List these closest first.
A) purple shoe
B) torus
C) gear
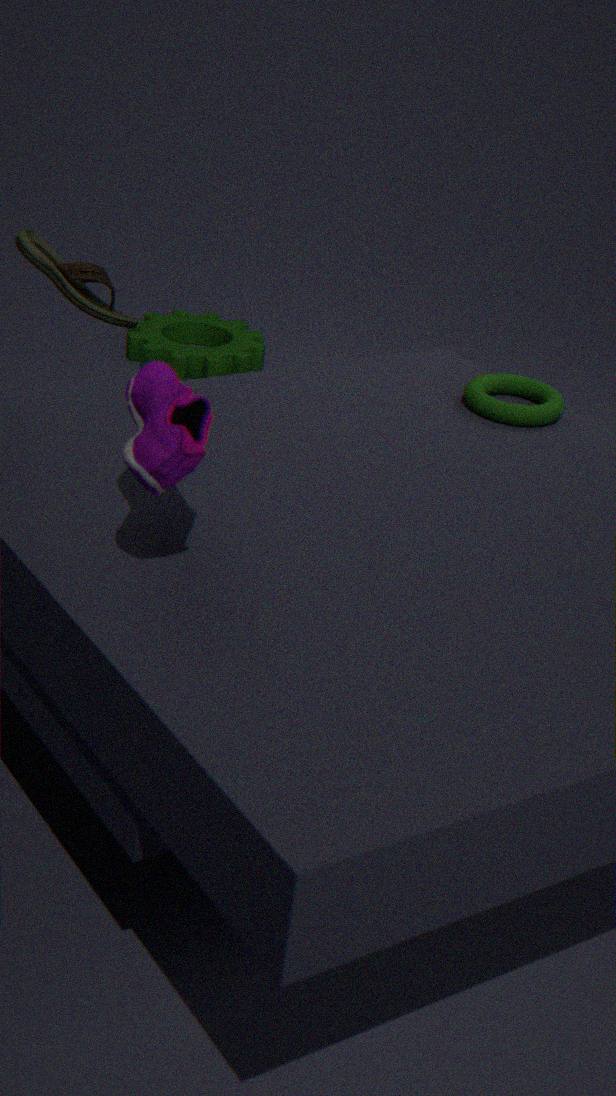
purple shoe < torus < gear
